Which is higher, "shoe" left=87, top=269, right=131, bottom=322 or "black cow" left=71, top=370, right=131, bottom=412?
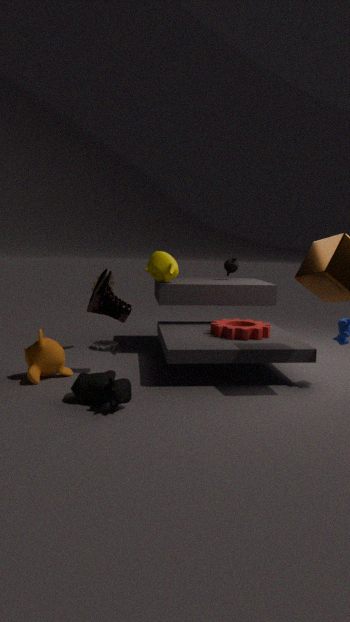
"shoe" left=87, top=269, right=131, bottom=322
